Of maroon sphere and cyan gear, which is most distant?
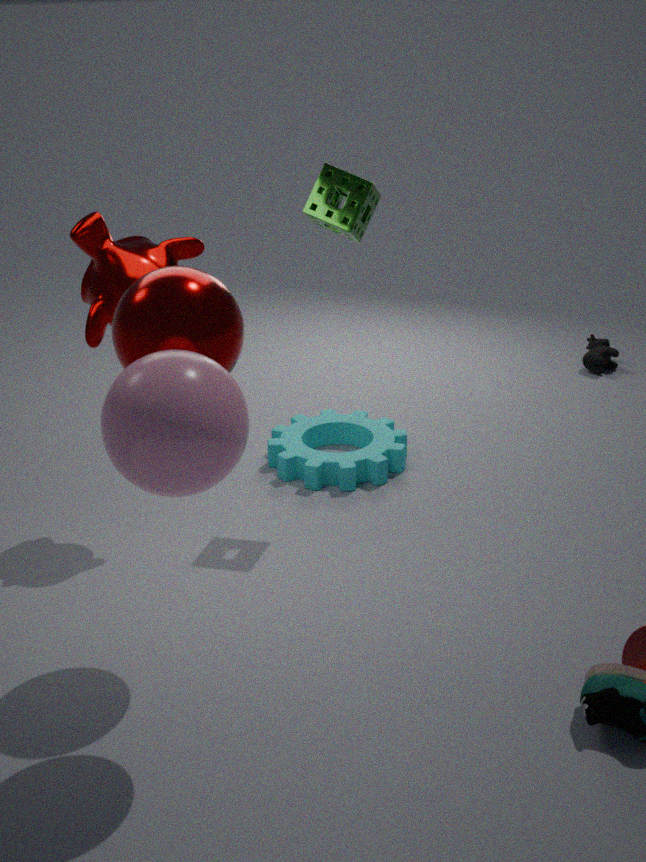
cyan gear
